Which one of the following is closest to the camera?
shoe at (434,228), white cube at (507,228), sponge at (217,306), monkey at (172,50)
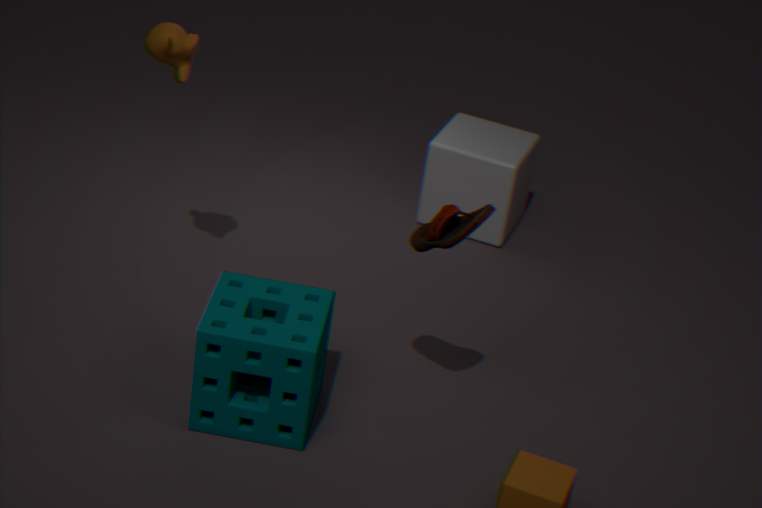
shoe at (434,228)
